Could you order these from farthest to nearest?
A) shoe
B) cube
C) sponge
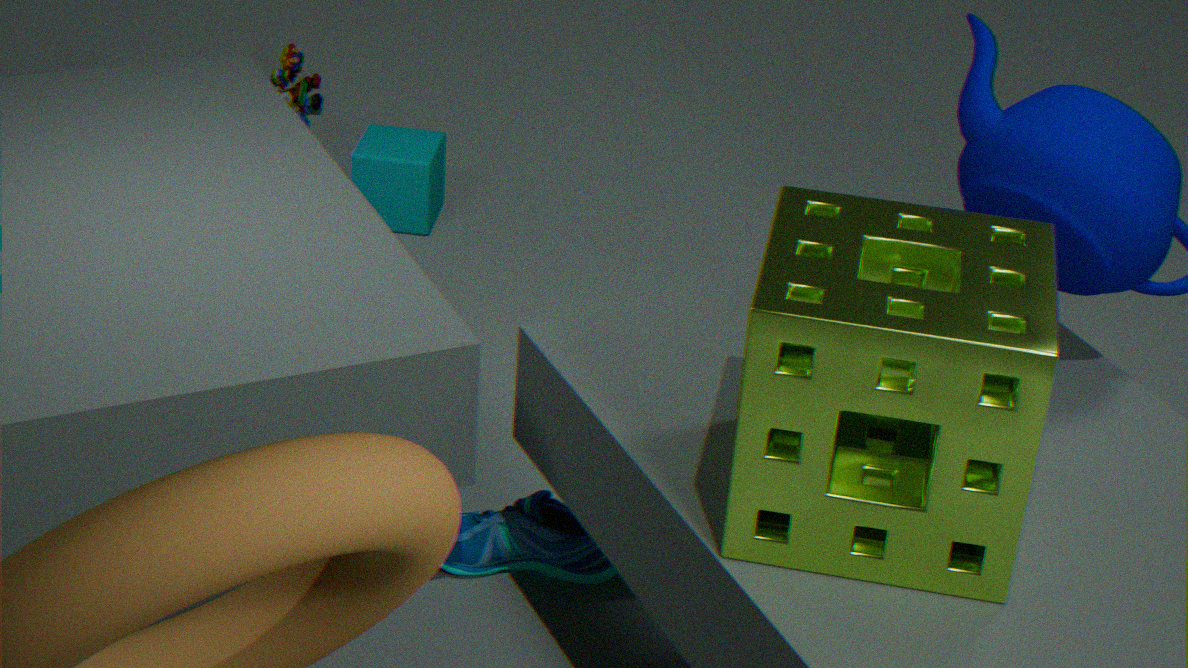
cube, shoe, sponge
